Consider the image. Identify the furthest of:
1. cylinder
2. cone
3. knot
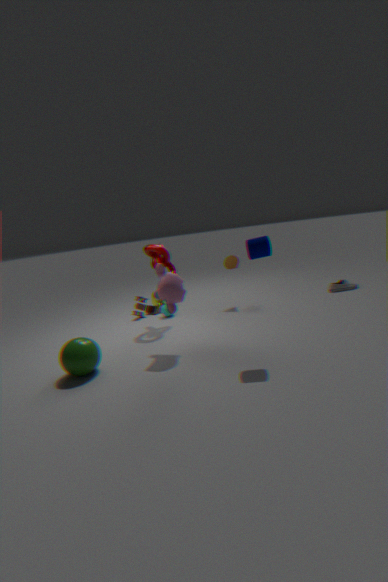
cone
